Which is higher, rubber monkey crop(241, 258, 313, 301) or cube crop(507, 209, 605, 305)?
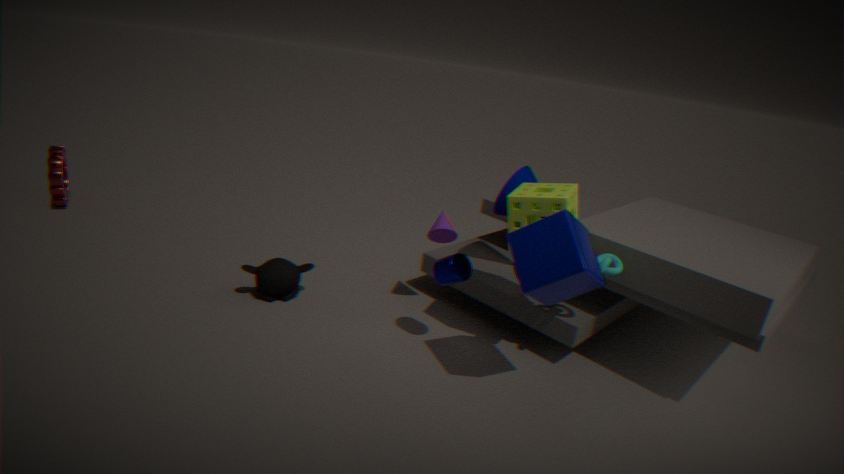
cube crop(507, 209, 605, 305)
